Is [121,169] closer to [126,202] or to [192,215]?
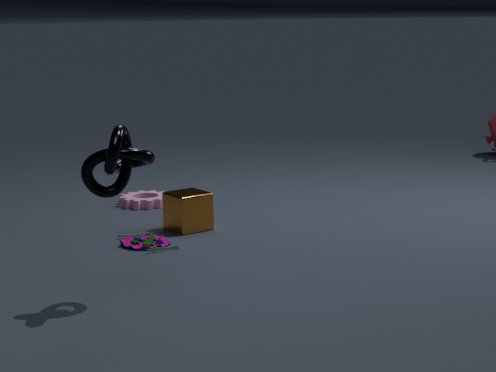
[192,215]
